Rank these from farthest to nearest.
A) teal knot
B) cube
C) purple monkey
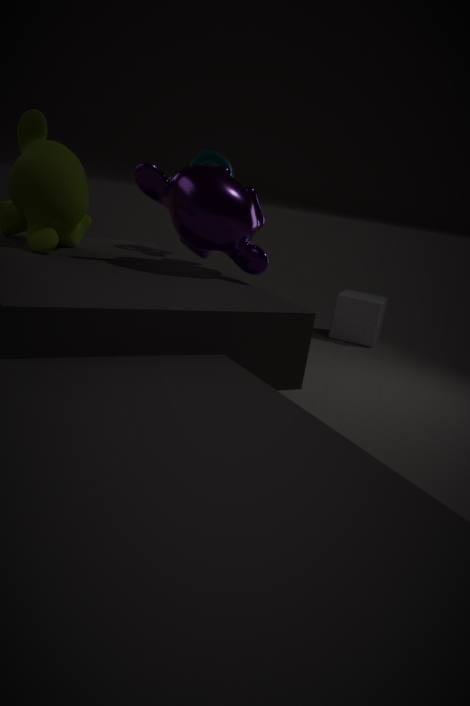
cube → teal knot → purple monkey
